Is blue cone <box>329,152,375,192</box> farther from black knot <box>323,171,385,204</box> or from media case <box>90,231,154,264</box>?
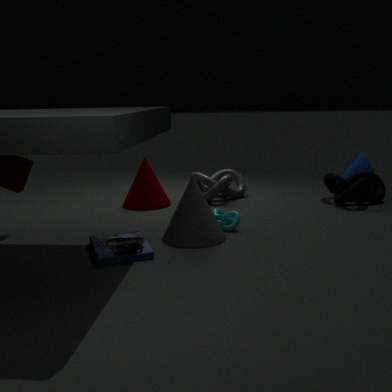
media case <box>90,231,154,264</box>
